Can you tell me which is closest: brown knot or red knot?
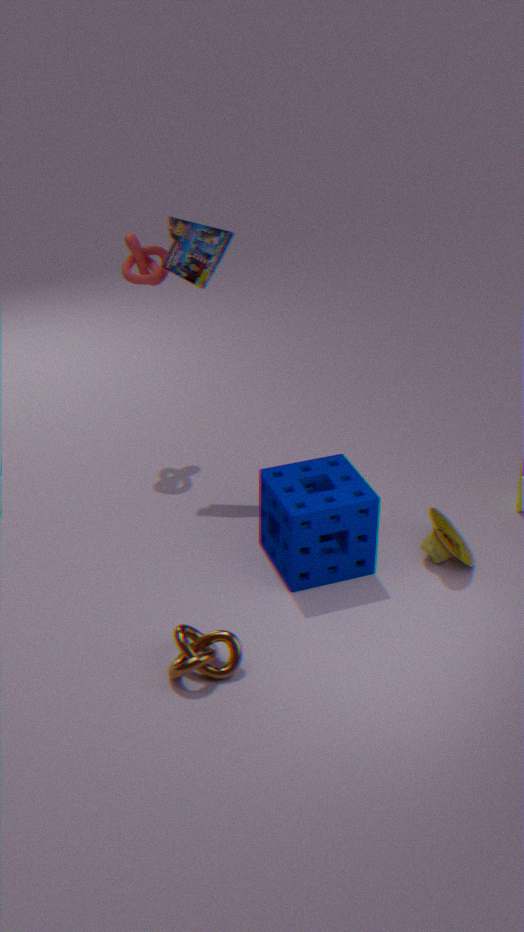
brown knot
